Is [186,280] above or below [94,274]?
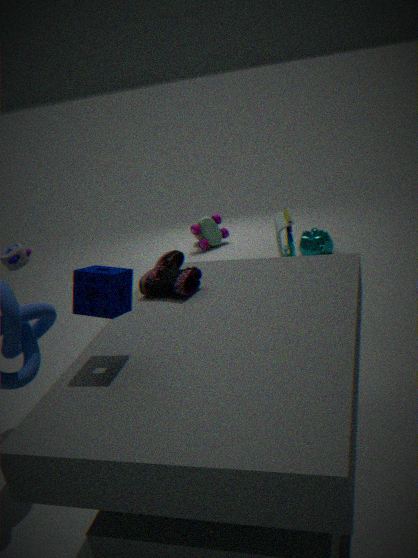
below
